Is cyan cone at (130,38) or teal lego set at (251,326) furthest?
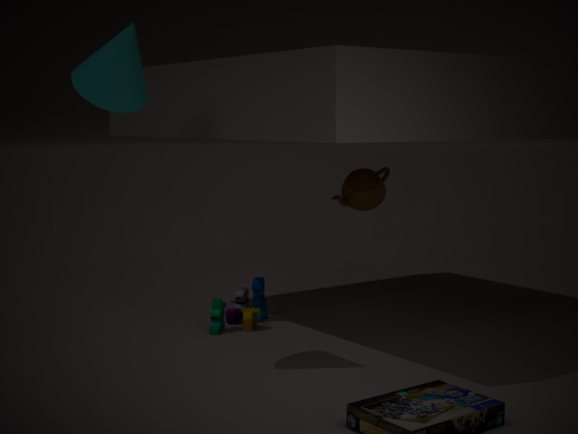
teal lego set at (251,326)
